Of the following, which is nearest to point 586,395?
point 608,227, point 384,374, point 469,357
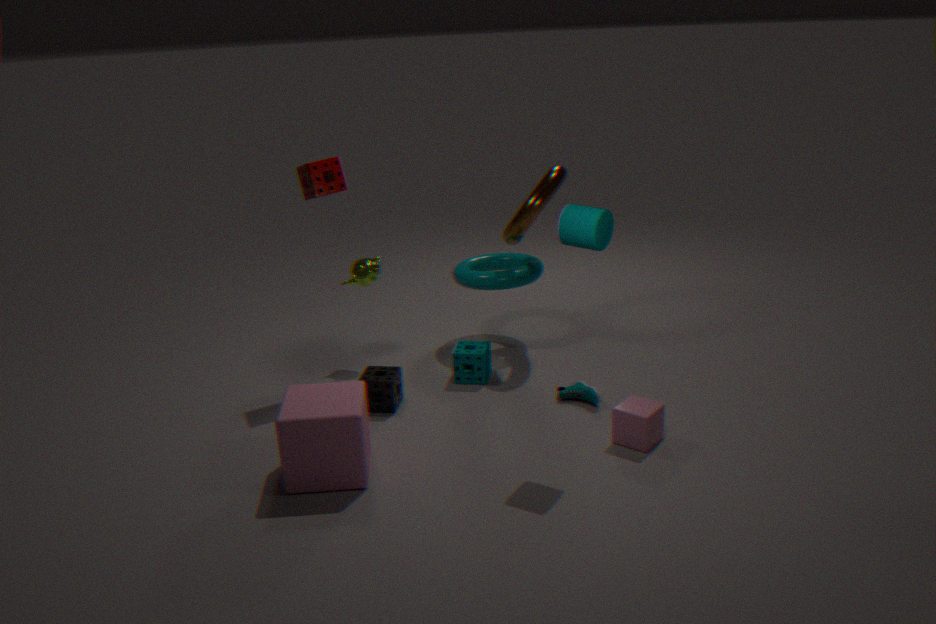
point 469,357
